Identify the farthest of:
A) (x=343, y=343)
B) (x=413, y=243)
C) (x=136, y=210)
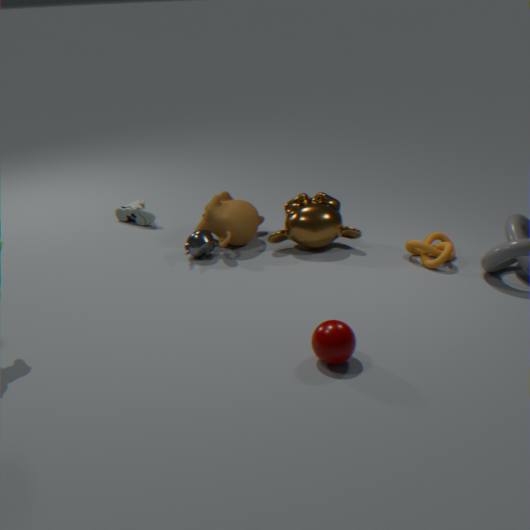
(x=136, y=210)
